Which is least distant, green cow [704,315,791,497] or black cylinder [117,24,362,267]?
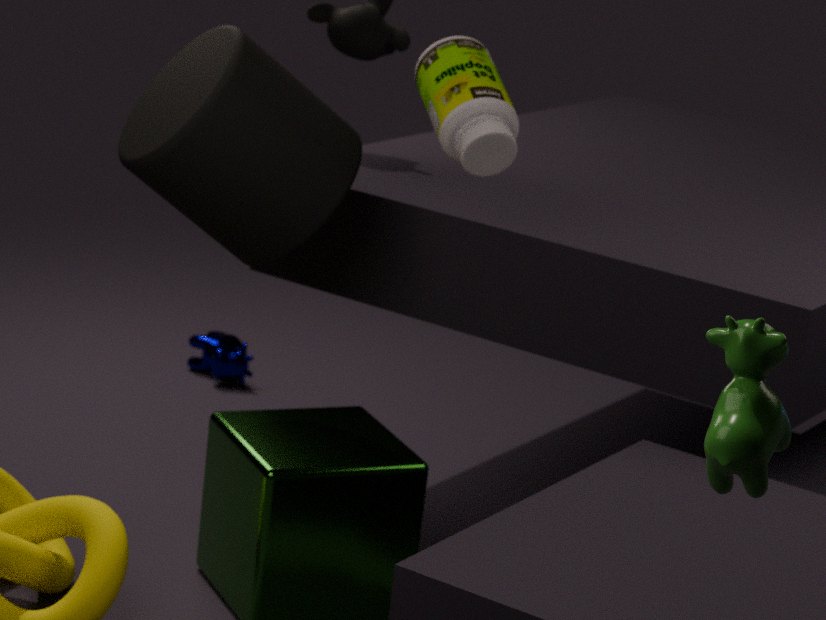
green cow [704,315,791,497]
